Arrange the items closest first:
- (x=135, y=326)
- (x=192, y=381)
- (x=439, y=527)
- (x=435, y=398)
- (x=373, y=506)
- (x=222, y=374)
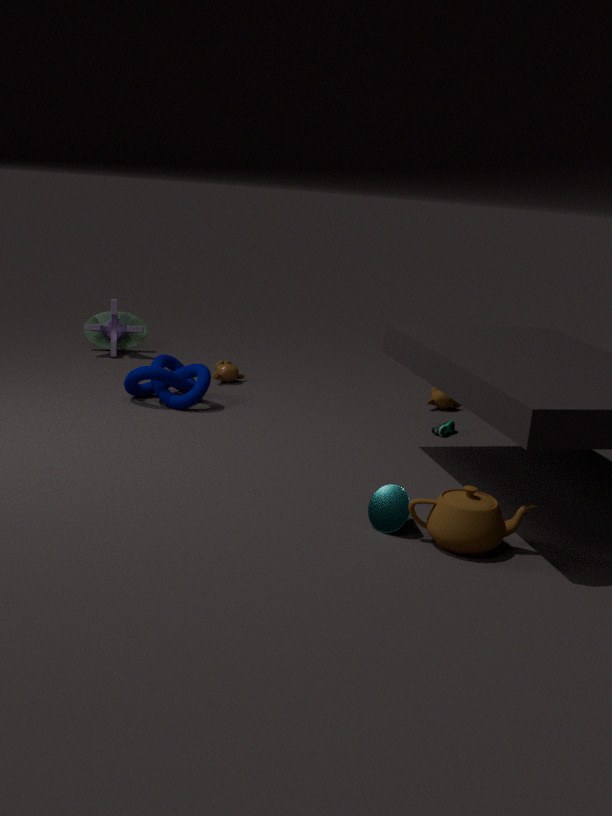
(x=439, y=527)
(x=373, y=506)
(x=192, y=381)
(x=435, y=398)
(x=222, y=374)
(x=135, y=326)
